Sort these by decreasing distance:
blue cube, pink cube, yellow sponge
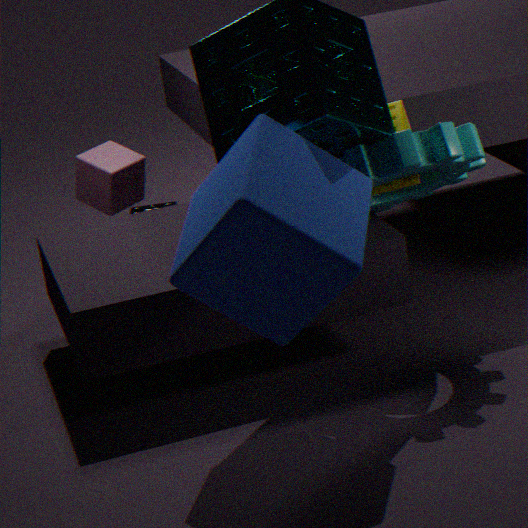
pink cube
yellow sponge
blue cube
